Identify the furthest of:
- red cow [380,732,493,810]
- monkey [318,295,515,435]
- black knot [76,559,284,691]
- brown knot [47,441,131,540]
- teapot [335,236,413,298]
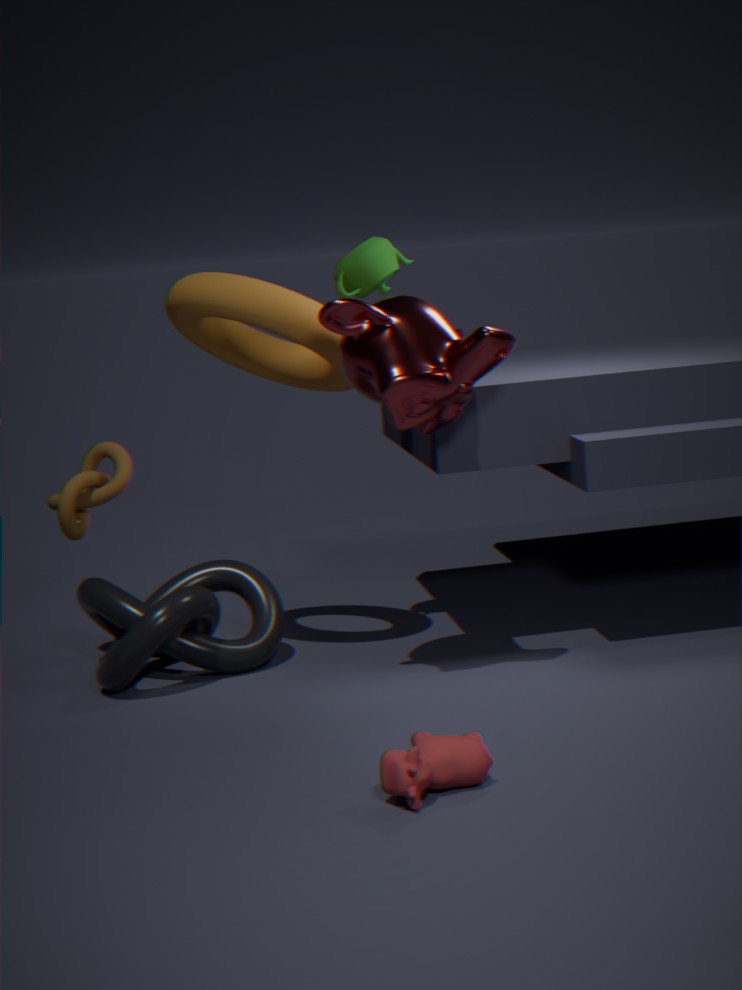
brown knot [47,441,131,540]
